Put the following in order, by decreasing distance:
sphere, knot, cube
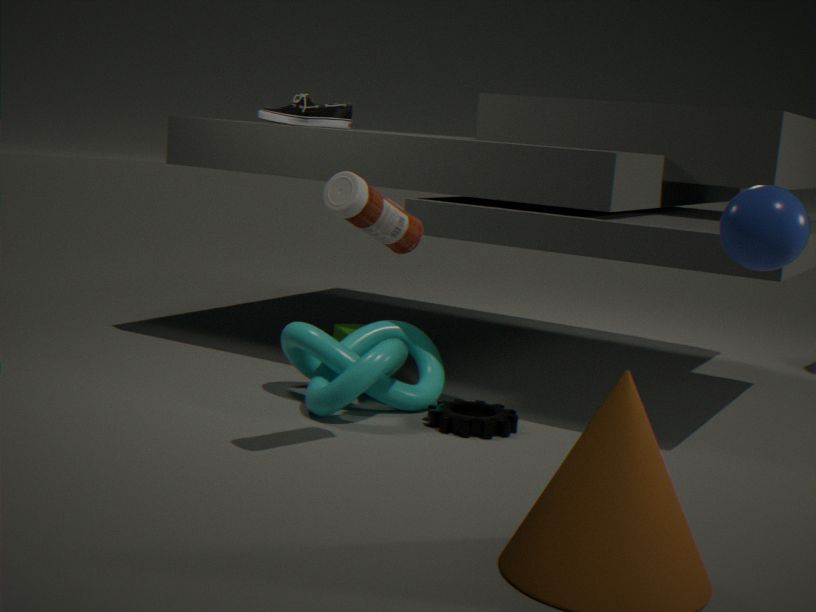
1. cube
2. knot
3. sphere
